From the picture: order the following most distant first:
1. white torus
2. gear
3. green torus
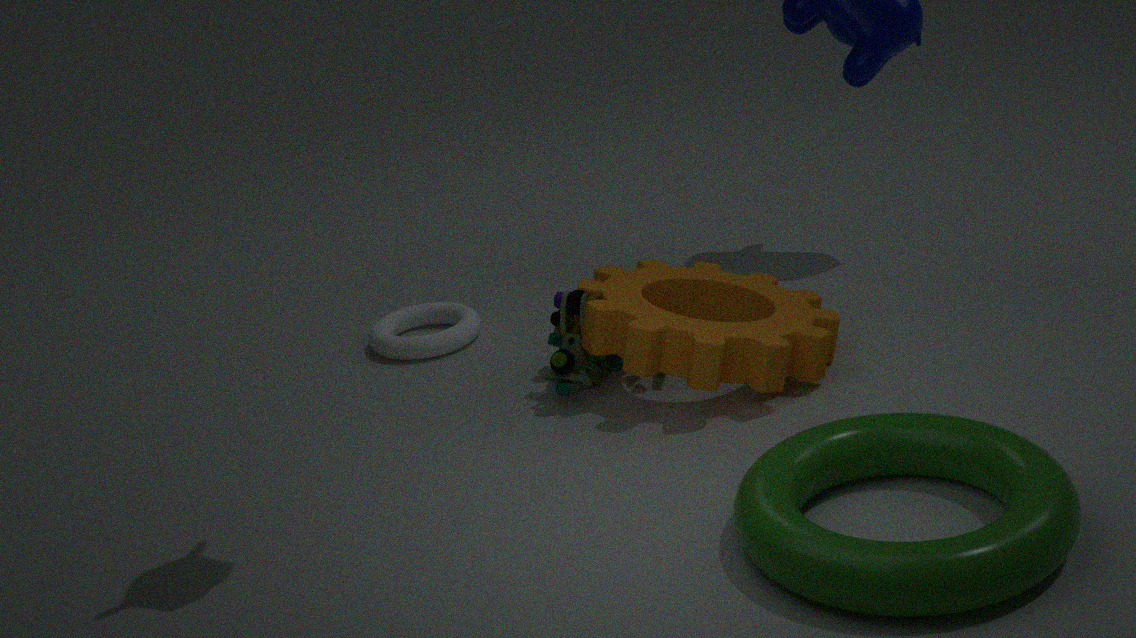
white torus
gear
green torus
